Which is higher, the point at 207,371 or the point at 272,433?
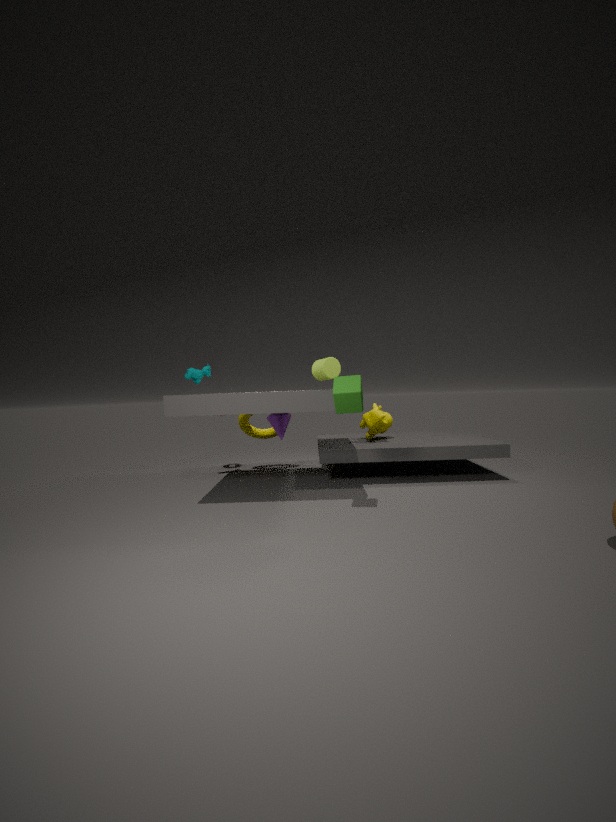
the point at 207,371
